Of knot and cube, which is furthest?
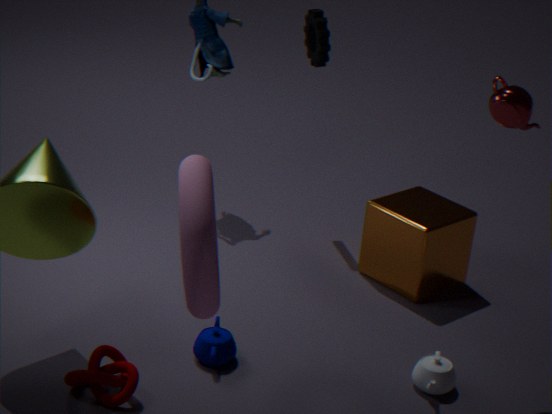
cube
